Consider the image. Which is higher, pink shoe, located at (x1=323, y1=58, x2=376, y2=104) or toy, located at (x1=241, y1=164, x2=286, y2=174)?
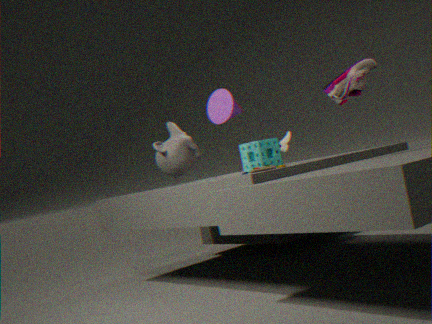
pink shoe, located at (x1=323, y1=58, x2=376, y2=104)
